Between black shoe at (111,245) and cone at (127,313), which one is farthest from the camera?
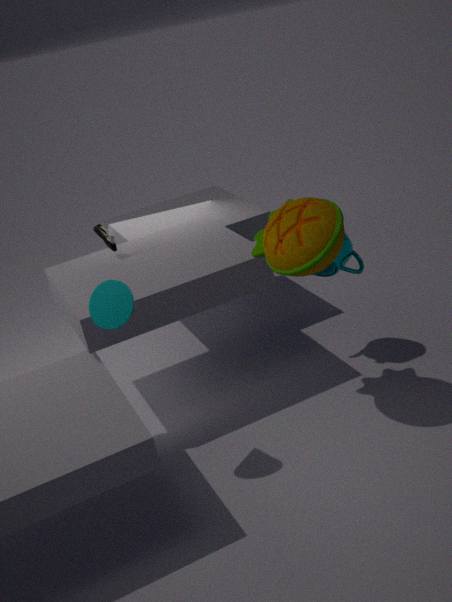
black shoe at (111,245)
